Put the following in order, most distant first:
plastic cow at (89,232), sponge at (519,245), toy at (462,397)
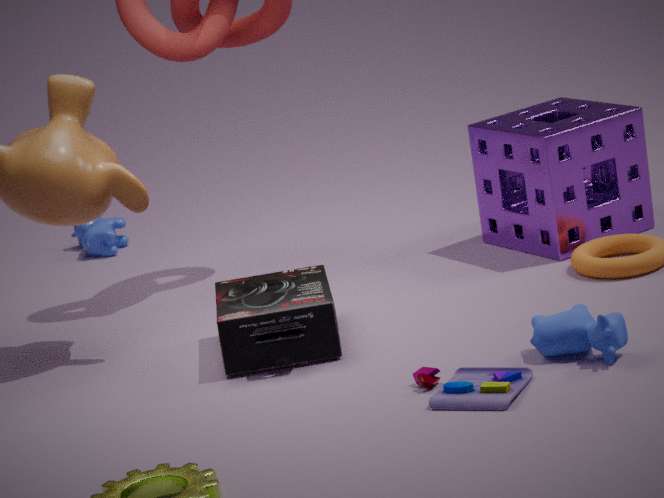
plastic cow at (89,232) < sponge at (519,245) < toy at (462,397)
